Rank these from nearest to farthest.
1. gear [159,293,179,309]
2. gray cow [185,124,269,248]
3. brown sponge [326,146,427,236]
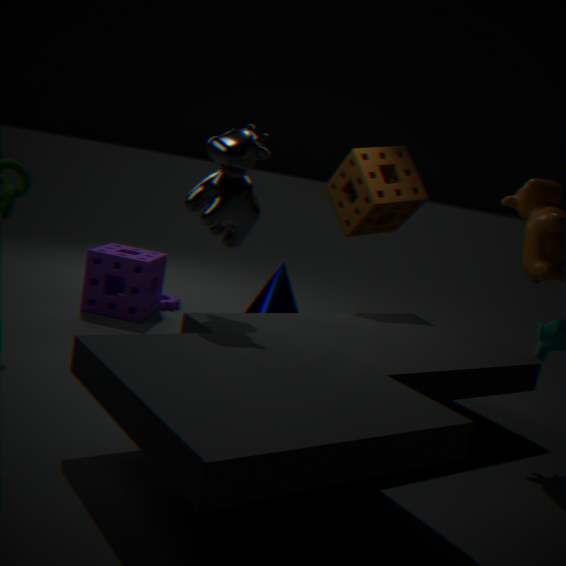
gray cow [185,124,269,248]
brown sponge [326,146,427,236]
gear [159,293,179,309]
